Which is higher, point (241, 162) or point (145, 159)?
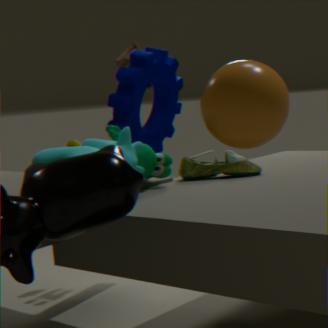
point (145, 159)
